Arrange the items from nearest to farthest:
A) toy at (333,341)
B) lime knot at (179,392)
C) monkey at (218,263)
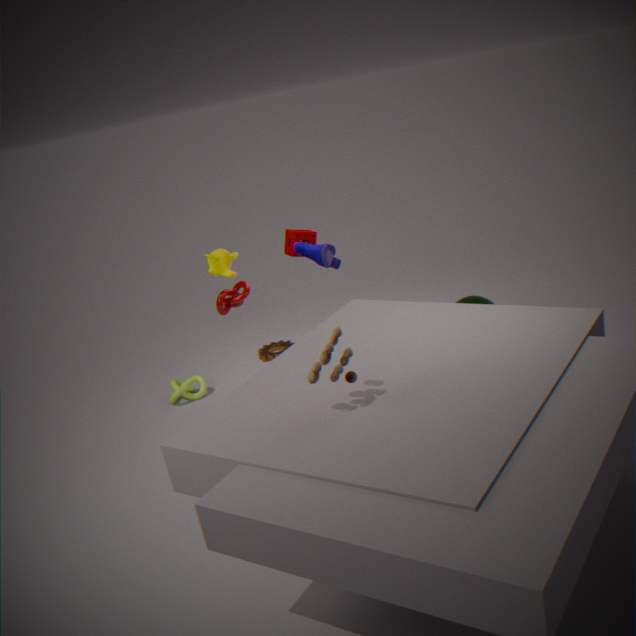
toy at (333,341)
monkey at (218,263)
lime knot at (179,392)
